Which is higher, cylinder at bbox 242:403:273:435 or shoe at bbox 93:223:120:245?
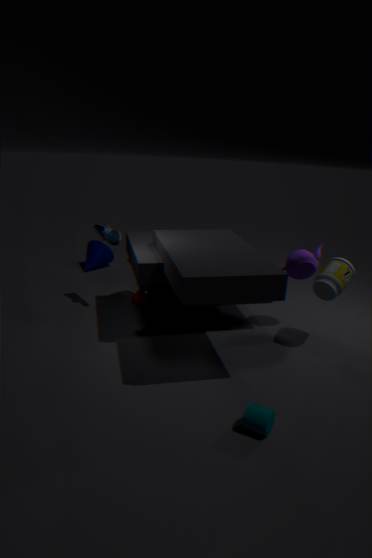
shoe at bbox 93:223:120:245
